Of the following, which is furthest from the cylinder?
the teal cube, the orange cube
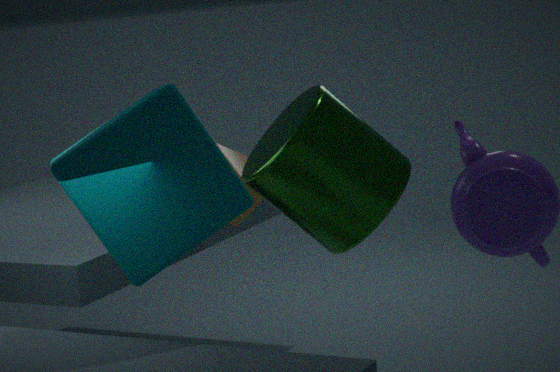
the orange cube
